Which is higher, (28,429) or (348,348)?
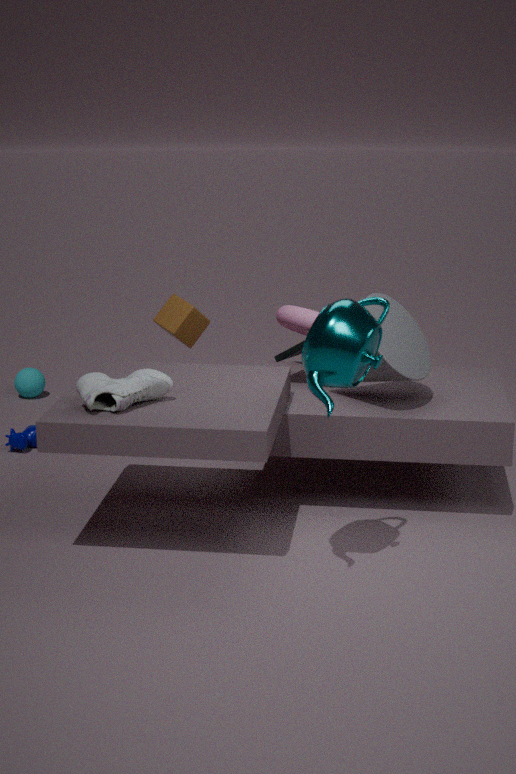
(348,348)
